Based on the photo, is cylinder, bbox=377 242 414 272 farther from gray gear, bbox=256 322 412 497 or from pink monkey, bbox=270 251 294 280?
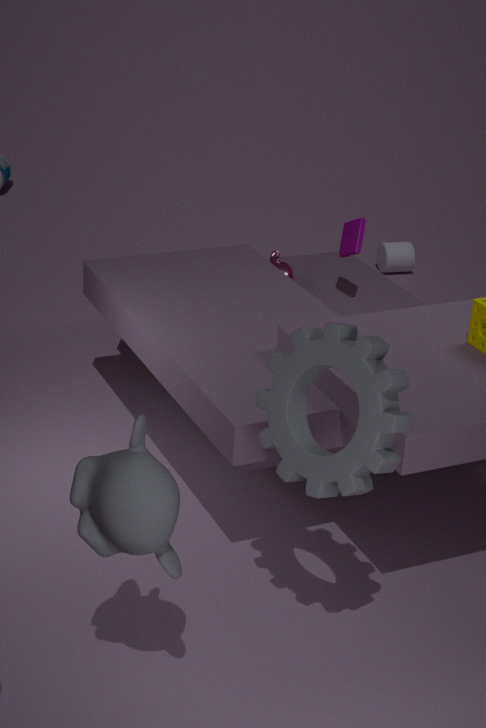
gray gear, bbox=256 322 412 497
